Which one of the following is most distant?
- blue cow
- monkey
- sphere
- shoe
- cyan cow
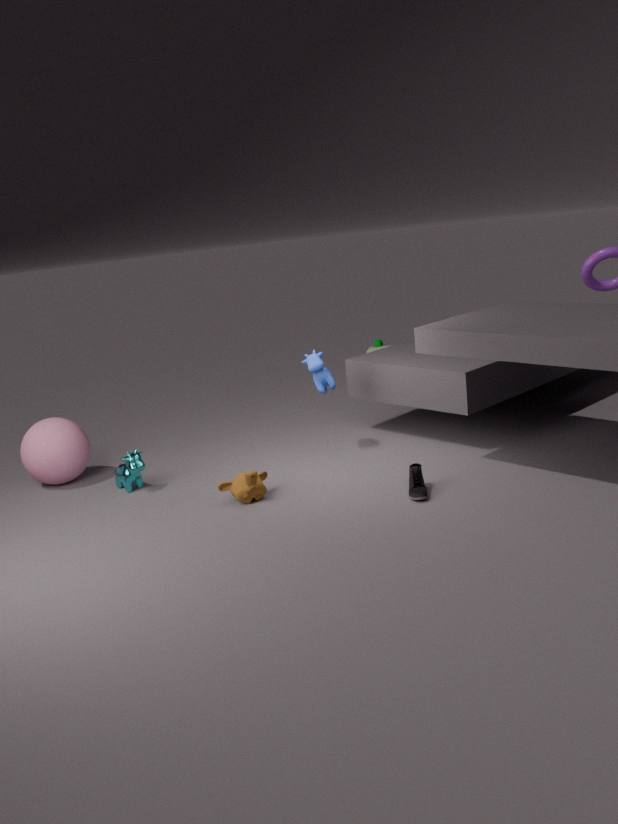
blue cow
